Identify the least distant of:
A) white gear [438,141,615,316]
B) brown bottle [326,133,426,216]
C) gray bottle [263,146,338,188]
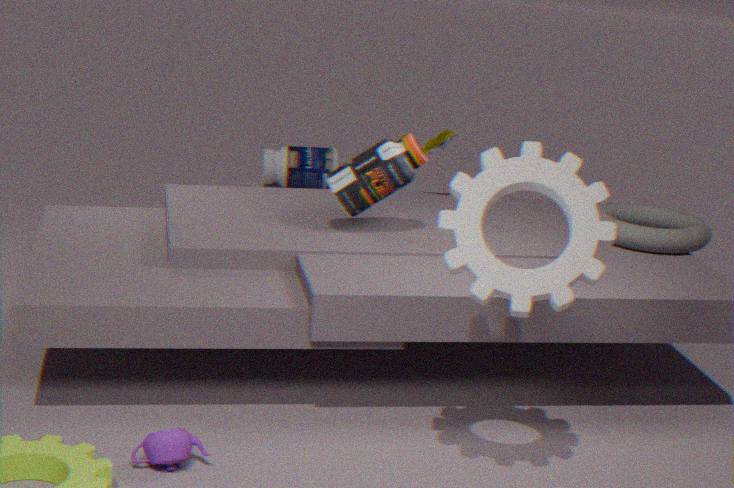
white gear [438,141,615,316]
